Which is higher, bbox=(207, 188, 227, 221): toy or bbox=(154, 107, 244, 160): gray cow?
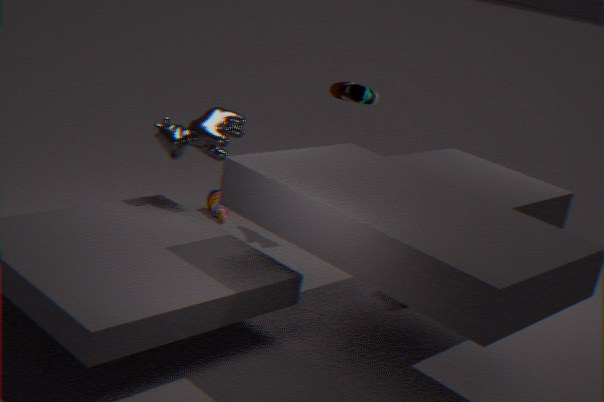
bbox=(154, 107, 244, 160): gray cow
